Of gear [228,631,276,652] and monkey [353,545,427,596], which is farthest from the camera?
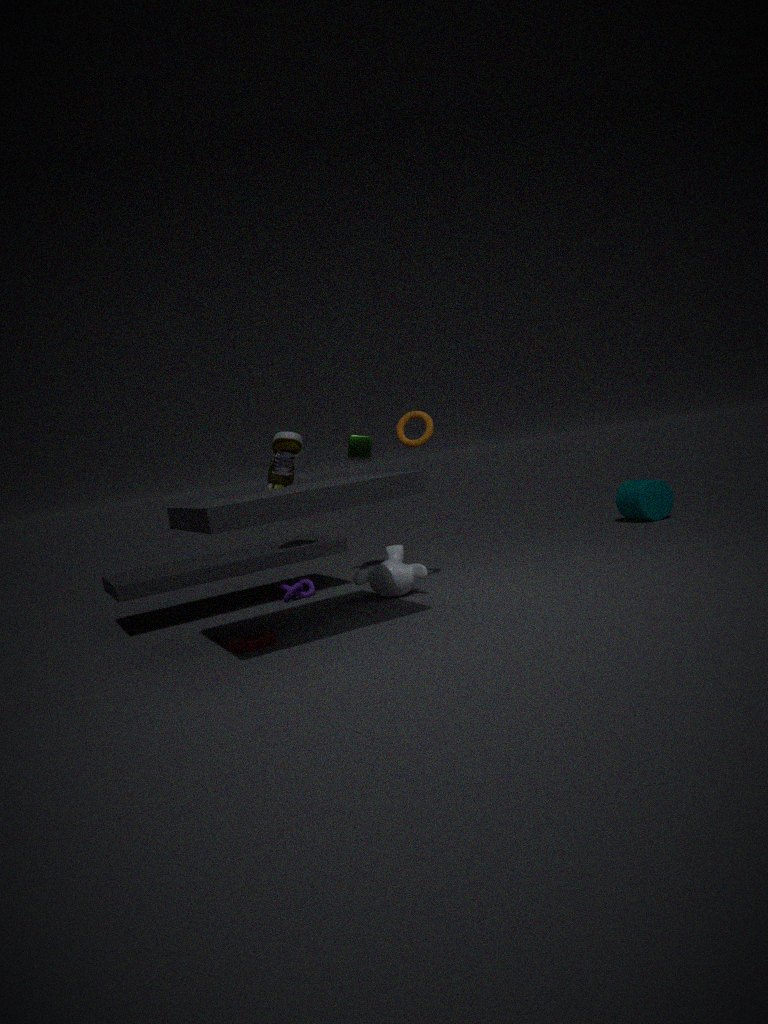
monkey [353,545,427,596]
